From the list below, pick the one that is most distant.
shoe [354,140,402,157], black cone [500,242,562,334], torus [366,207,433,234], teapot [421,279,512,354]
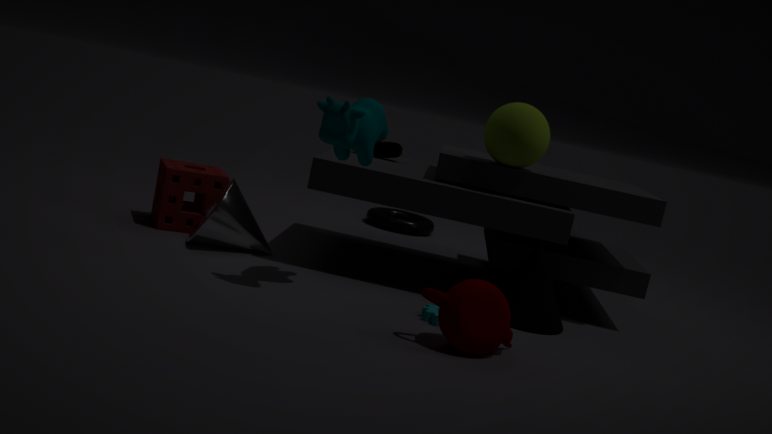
torus [366,207,433,234]
